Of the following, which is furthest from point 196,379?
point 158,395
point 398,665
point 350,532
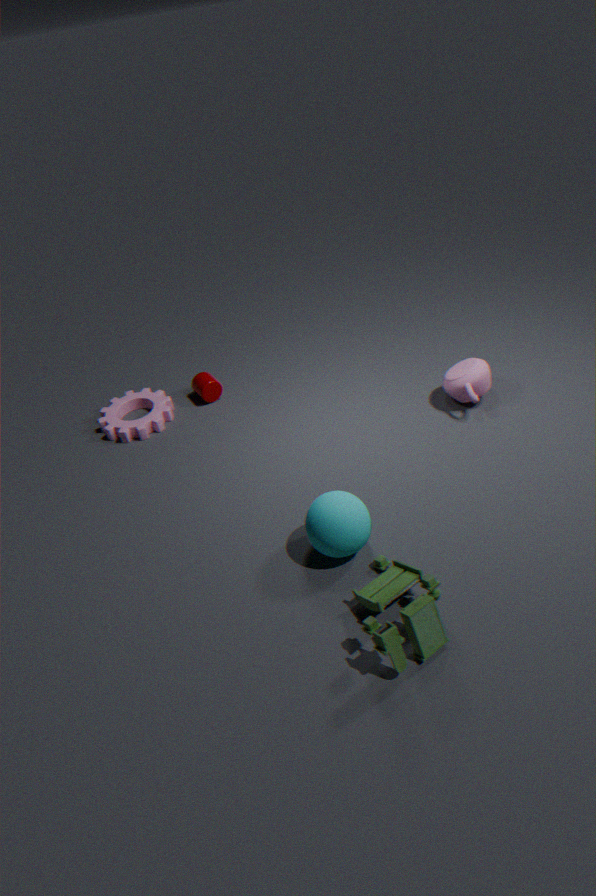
point 398,665
